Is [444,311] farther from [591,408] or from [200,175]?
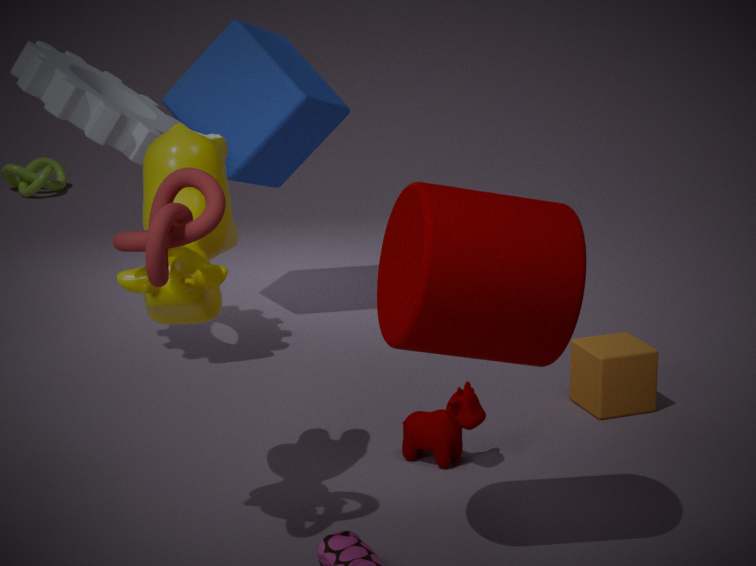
[591,408]
